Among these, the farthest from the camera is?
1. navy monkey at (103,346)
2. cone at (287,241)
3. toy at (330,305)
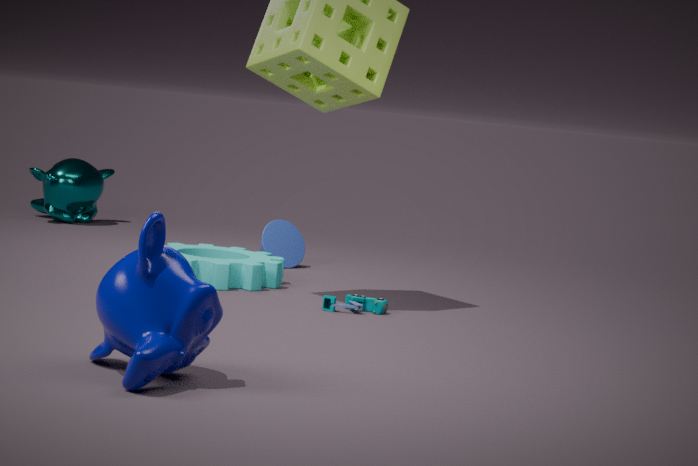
cone at (287,241)
